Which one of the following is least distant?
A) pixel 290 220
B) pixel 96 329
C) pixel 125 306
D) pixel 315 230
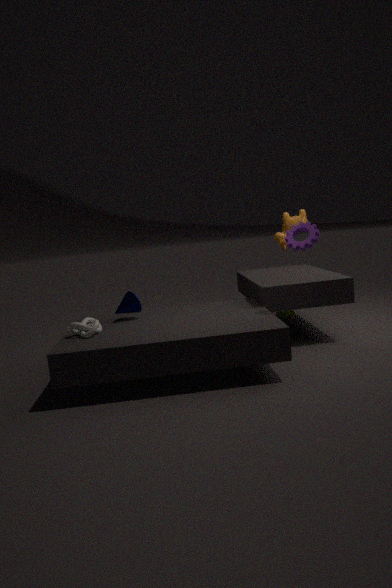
pixel 96 329
